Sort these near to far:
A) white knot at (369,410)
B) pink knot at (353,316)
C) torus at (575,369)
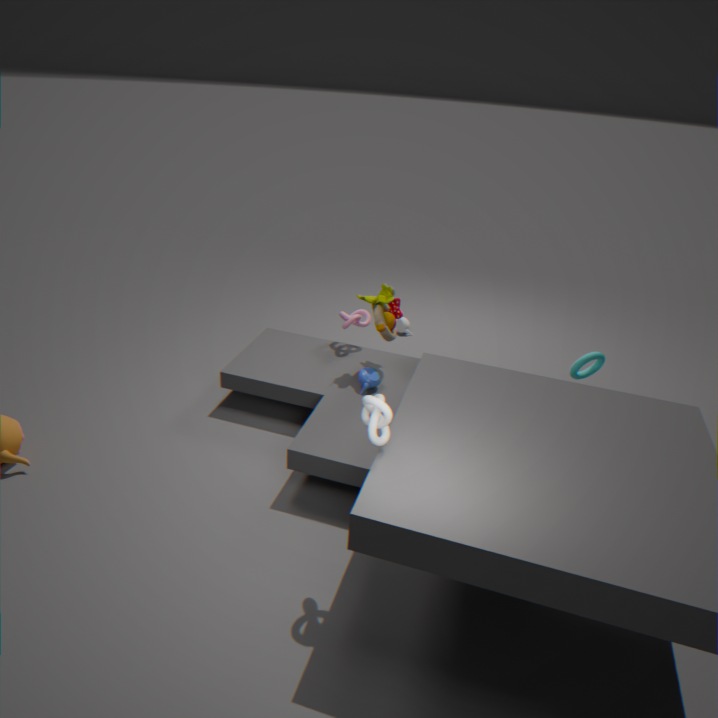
1. white knot at (369,410)
2. torus at (575,369)
3. pink knot at (353,316)
